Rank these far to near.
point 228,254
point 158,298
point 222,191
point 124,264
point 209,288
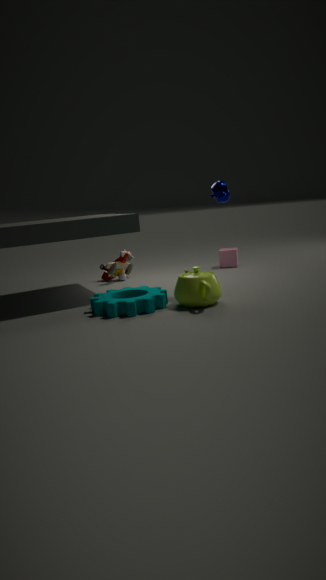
1. point 228,254
2. point 124,264
3. point 222,191
4. point 158,298
5. point 209,288
